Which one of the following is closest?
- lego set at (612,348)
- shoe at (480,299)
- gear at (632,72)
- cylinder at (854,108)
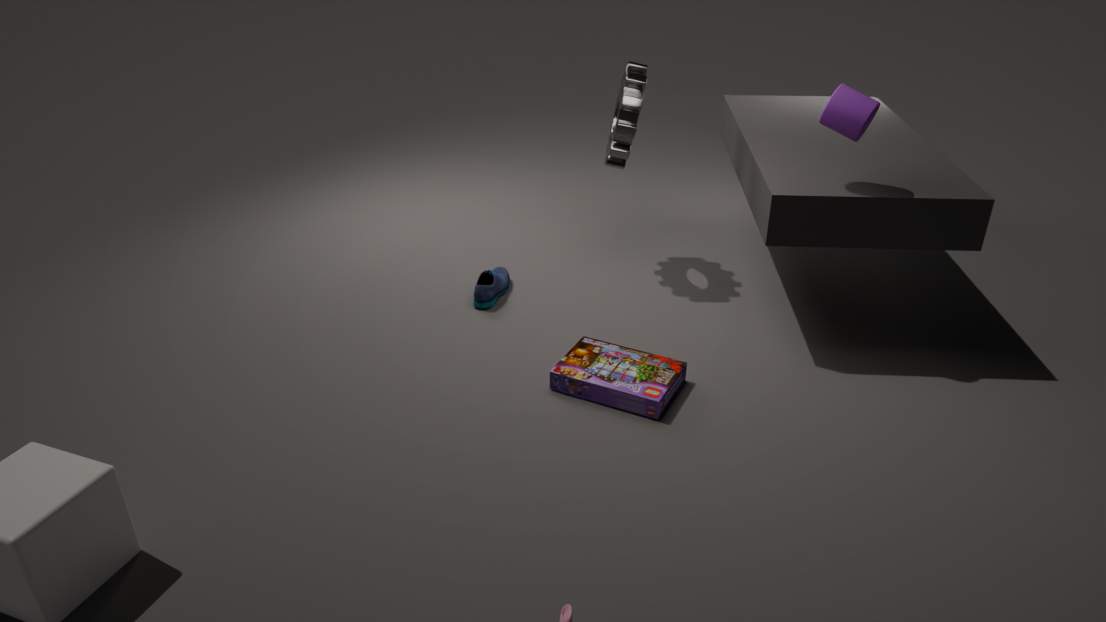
cylinder at (854,108)
